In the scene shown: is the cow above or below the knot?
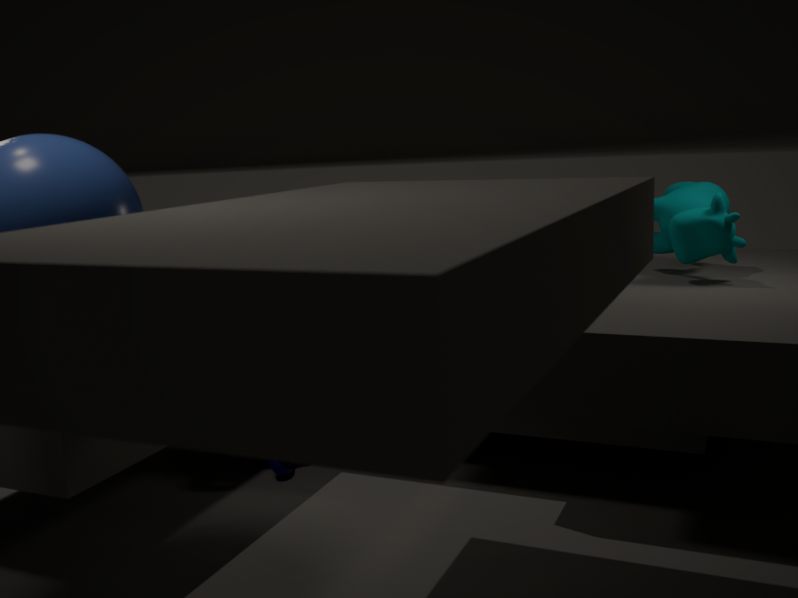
above
